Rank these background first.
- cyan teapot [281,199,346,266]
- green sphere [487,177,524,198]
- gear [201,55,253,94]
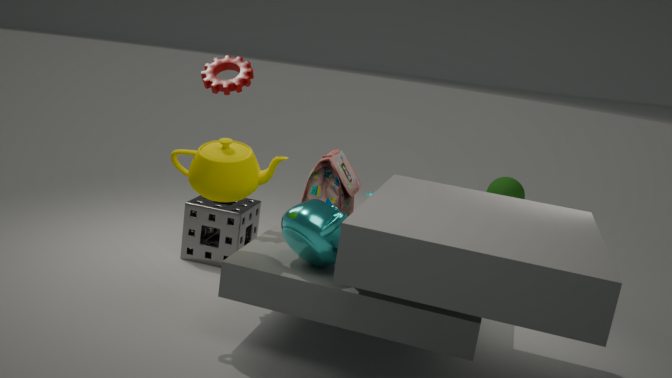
1. green sphere [487,177,524,198]
2. gear [201,55,253,94]
3. cyan teapot [281,199,346,266]
